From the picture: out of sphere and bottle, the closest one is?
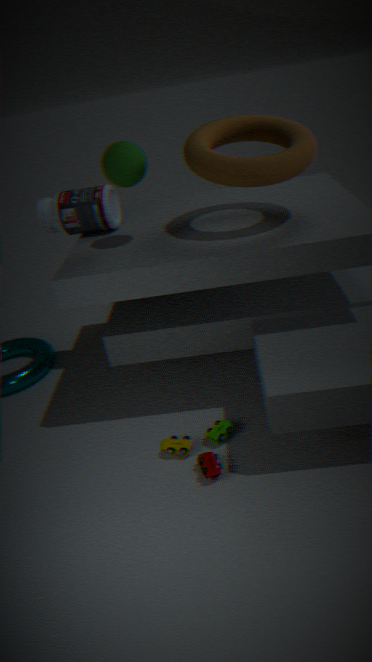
sphere
